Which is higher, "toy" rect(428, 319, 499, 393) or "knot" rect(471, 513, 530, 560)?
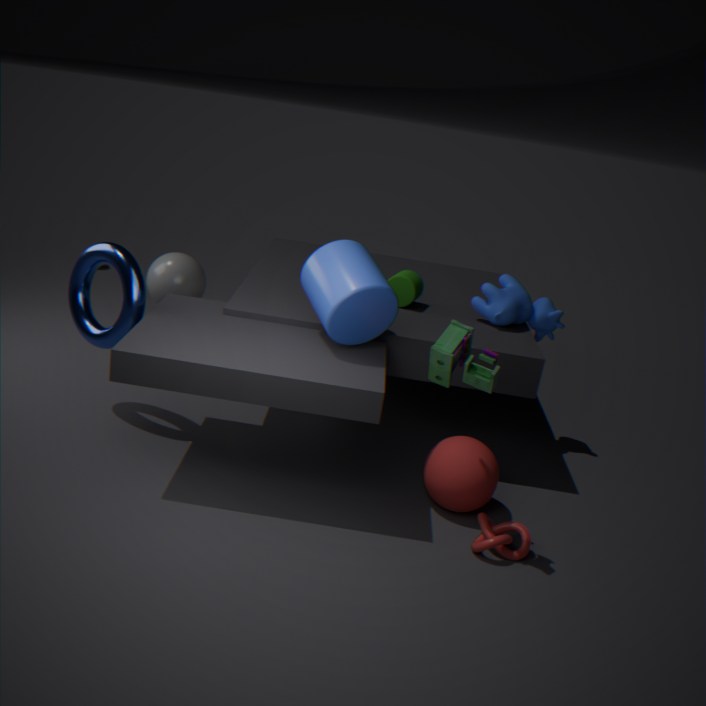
"toy" rect(428, 319, 499, 393)
